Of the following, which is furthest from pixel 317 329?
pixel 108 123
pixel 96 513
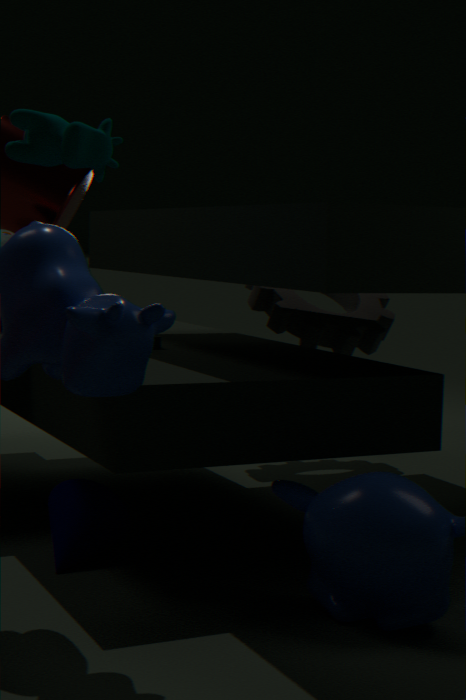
pixel 108 123
